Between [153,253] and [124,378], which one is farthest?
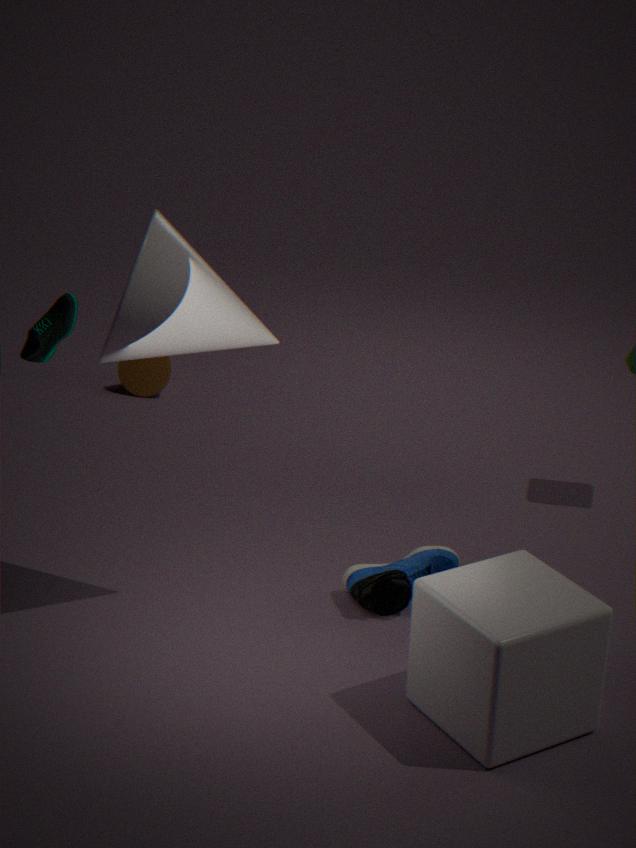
[124,378]
